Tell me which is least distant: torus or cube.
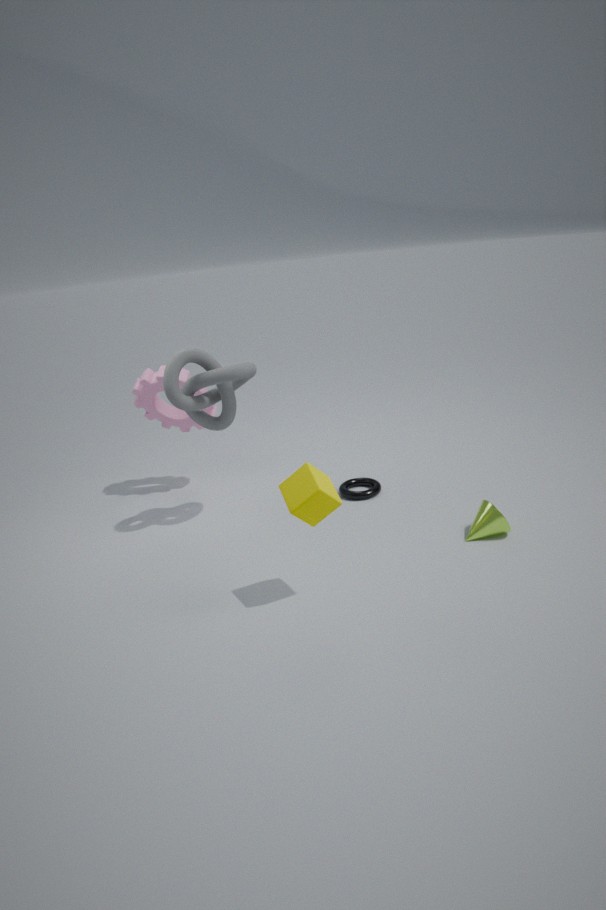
cube
